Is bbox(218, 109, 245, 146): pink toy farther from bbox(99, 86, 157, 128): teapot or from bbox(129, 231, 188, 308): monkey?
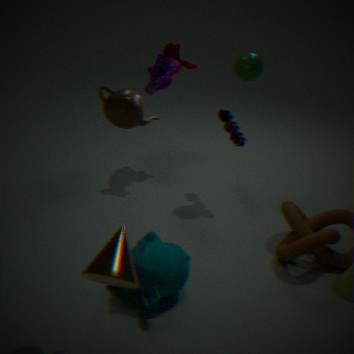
bbox(99, 86, 157, 128): teapot
